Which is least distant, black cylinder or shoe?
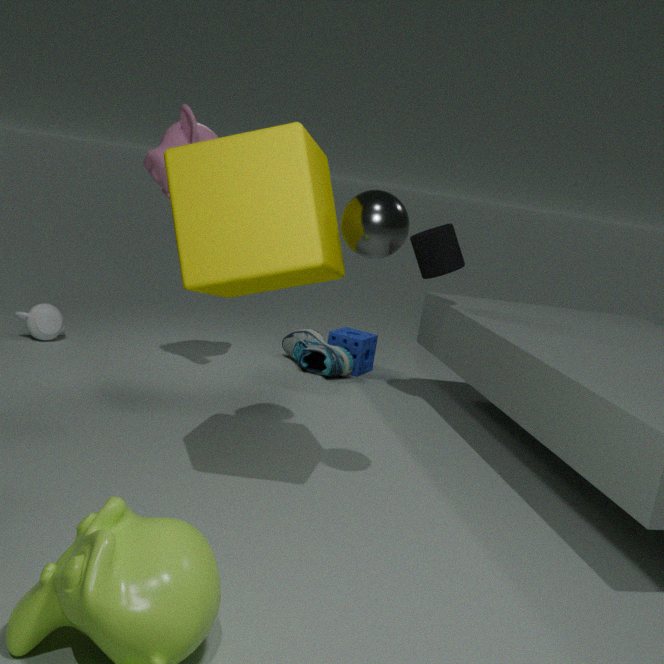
black cylinder
